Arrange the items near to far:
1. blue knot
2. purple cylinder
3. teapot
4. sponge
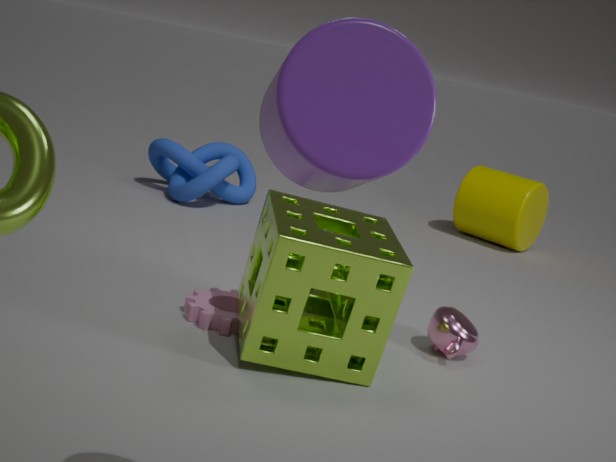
1. purple cylinder
2. sponge
3. teapot
4. blue knot
